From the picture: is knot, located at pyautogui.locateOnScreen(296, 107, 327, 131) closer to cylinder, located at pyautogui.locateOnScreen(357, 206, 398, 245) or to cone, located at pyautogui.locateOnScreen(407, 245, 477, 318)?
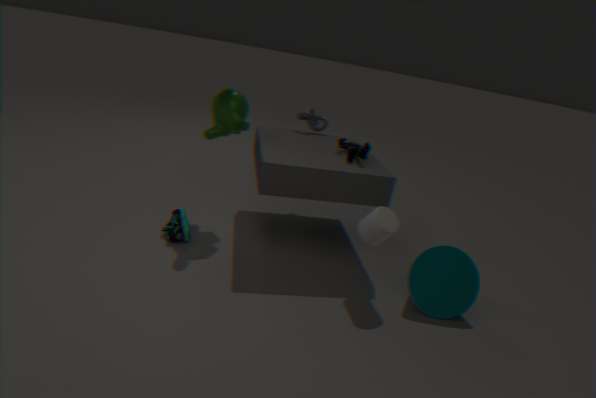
cylinder, located at pyautogui.locateOnScreen(357, 206, 398, 245)
